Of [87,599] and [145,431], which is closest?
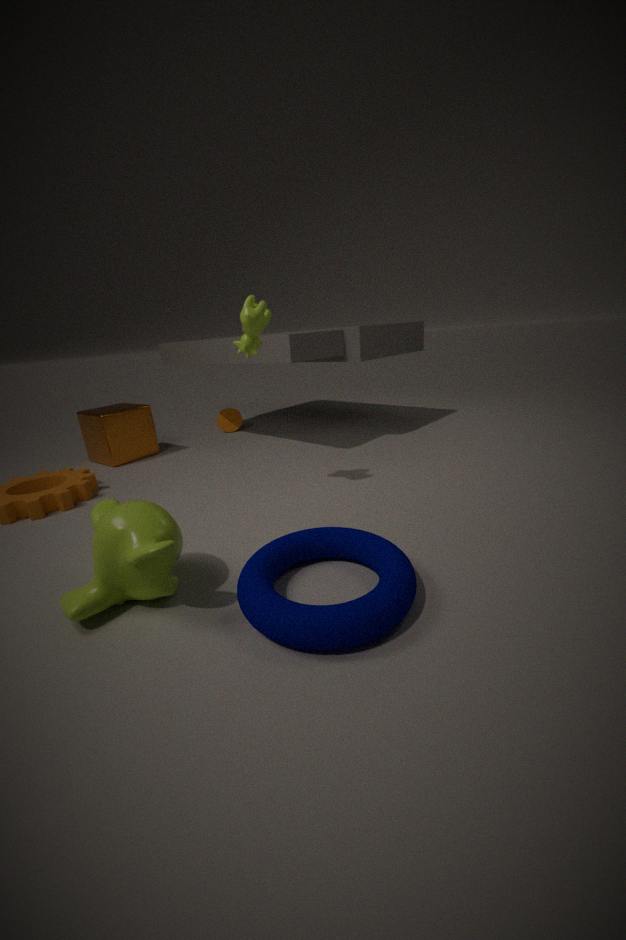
[87,599]
